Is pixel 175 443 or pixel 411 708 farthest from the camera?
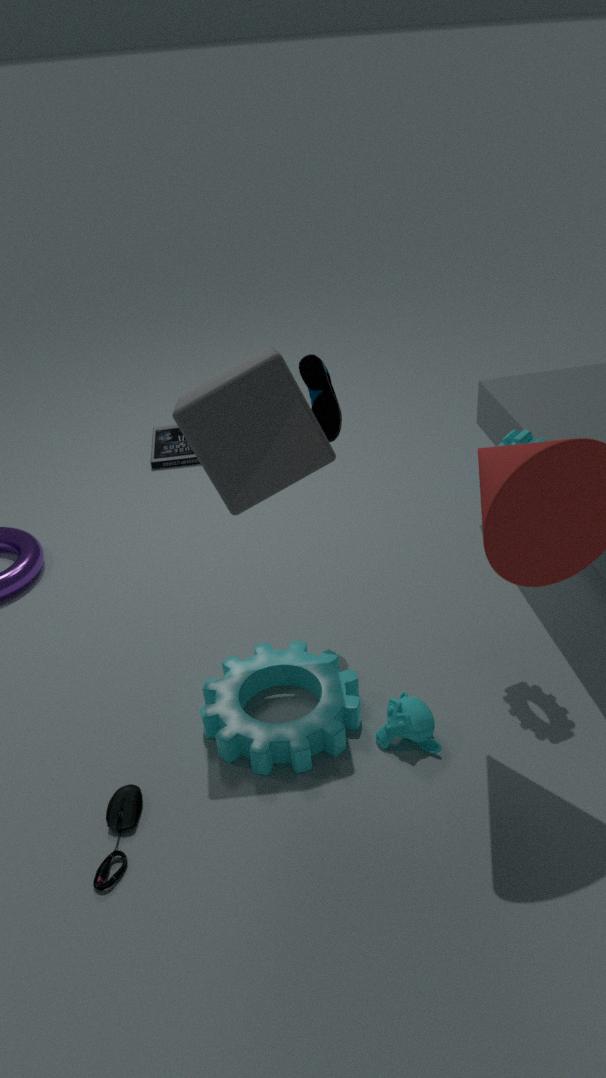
pixel 175 443
